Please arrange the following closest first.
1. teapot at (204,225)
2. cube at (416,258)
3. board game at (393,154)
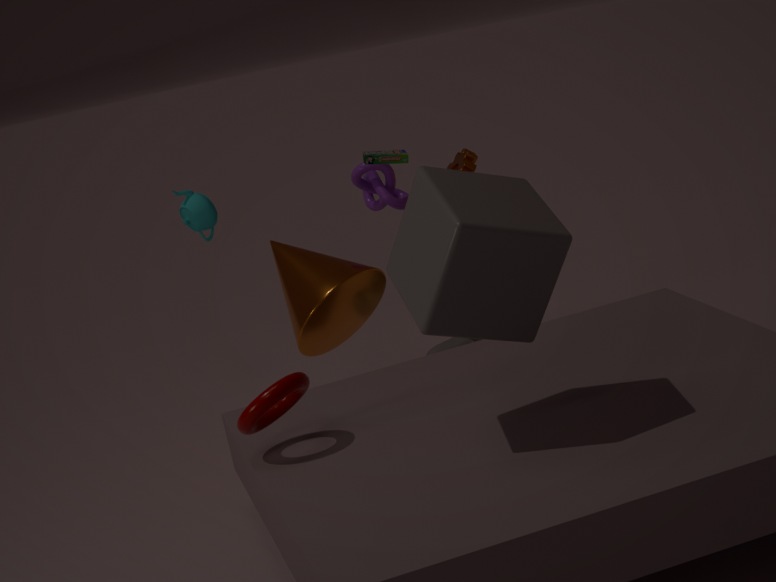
cube at (416,258) → board game at (393,154) → teapot at (204,225)
